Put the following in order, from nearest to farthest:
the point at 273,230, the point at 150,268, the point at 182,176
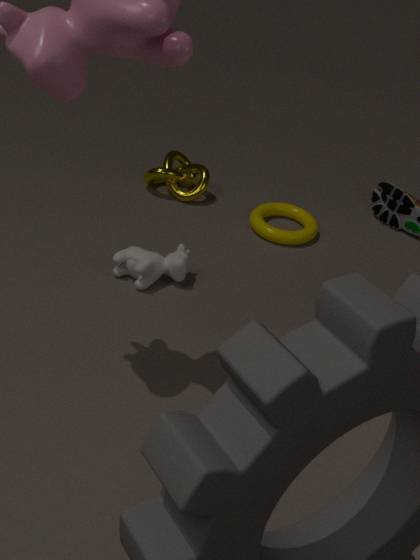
the point at 150,268, the point at 273,230, the point at 182,176
